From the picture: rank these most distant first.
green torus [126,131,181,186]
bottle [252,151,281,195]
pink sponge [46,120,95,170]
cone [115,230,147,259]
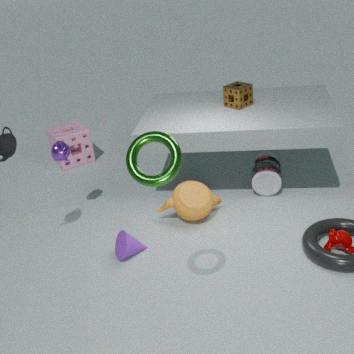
pink sponge [46,120,95,170] < bottle [252,151,281,195] < cone [115,230,147,259] < green torus [126,131,181,186]
